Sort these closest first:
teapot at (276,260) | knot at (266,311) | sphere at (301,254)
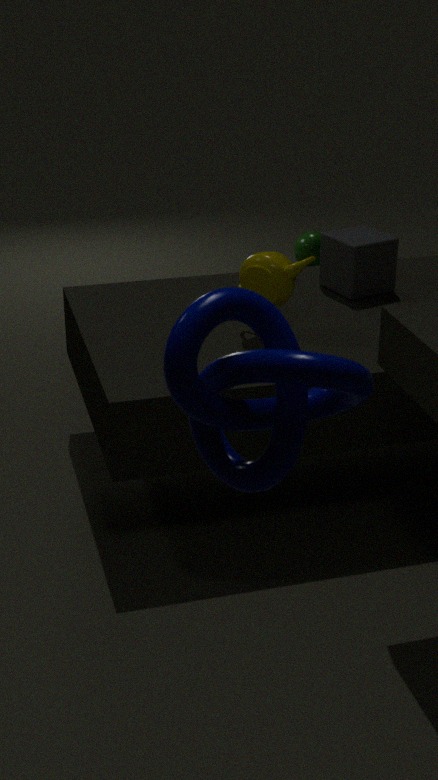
knot at (266,311)
teapot at (276,260)
sphere at (301,254)
